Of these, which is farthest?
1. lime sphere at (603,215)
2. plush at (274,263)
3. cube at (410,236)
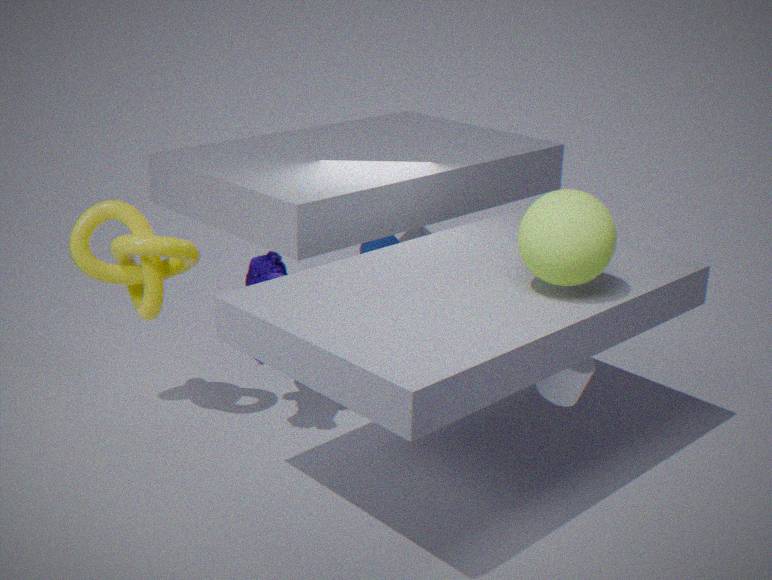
cube at (410,236)
